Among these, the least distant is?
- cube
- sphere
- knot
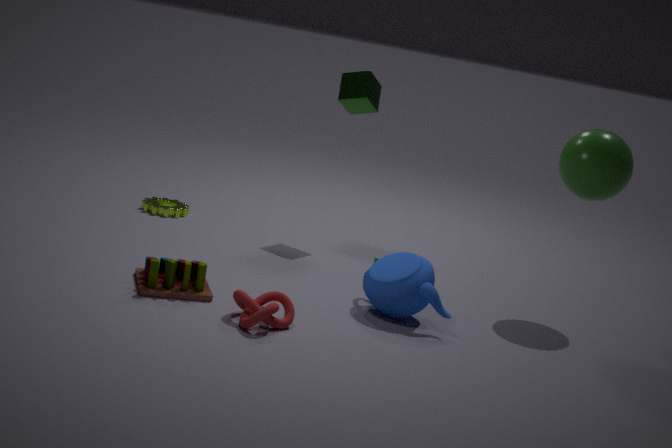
knot
